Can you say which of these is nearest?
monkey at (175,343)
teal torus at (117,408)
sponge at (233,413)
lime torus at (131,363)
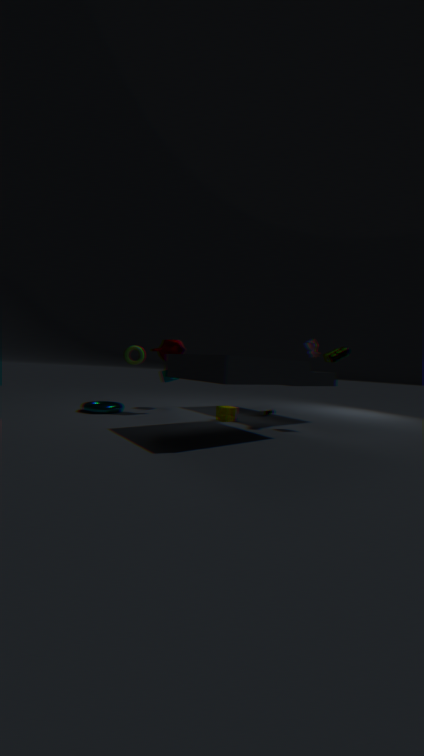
sponge at (233,413)
